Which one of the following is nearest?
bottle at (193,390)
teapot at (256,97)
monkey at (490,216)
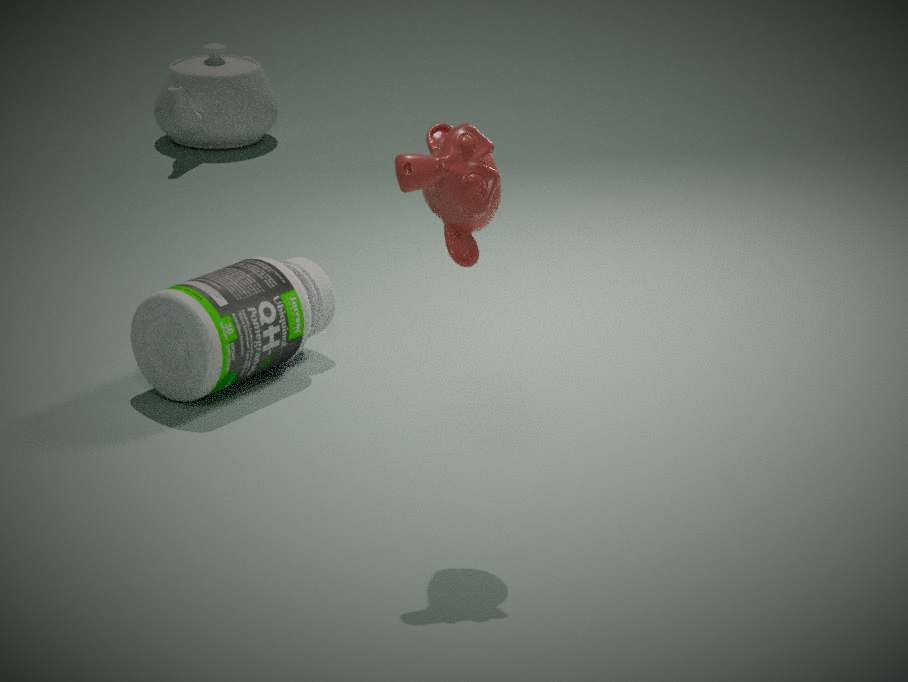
monkey at (490,216)
